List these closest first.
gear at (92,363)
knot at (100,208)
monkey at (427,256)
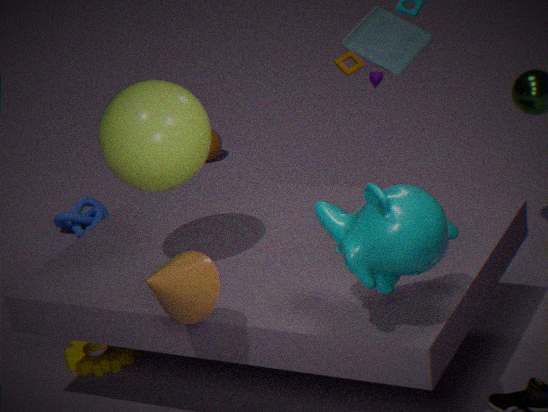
1. monkey at (427,256)
2. gear at (92,363)
3. knot at (100,208)
